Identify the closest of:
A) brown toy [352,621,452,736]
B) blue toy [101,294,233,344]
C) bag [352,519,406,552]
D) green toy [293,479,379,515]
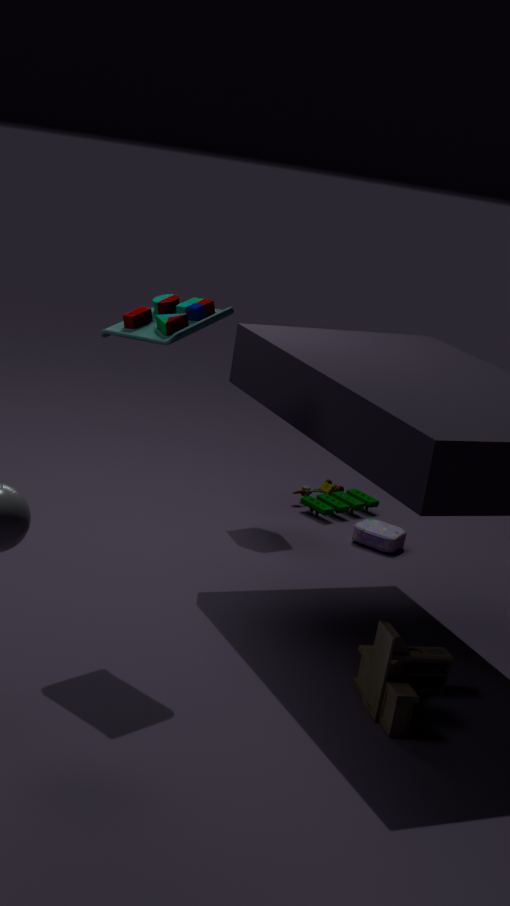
brown toy [352,621,452,736]
